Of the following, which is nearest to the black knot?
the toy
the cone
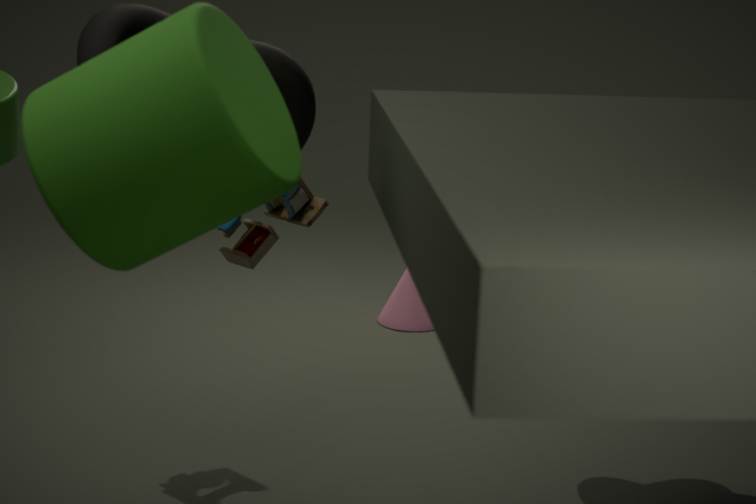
the toy
